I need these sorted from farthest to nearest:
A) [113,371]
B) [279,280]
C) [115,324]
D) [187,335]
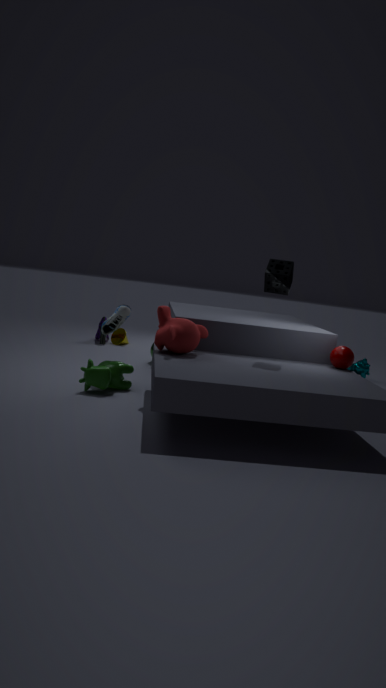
[115,324]
[113,371]
[279,280]
[187,335]
